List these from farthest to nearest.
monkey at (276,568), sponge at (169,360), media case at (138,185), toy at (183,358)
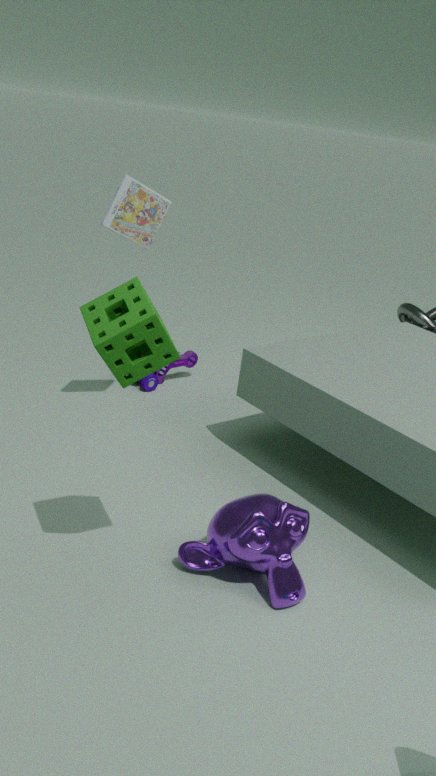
1. toy at (183,358)
2. media case at (138,185)
3. monkey at (276,568)
4. sponge at (169,360)
